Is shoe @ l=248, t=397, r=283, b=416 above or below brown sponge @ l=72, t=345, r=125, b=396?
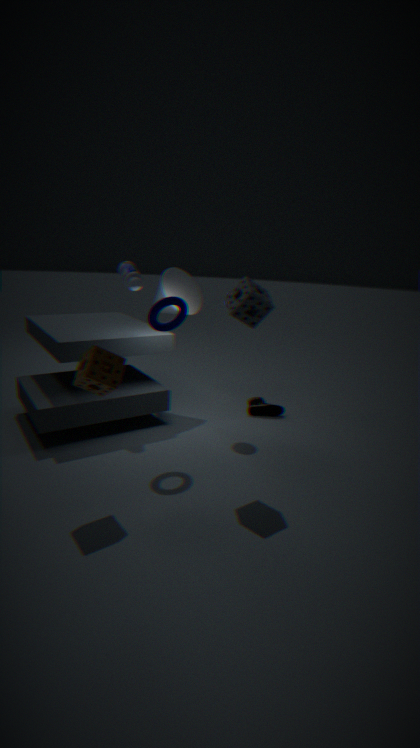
below
